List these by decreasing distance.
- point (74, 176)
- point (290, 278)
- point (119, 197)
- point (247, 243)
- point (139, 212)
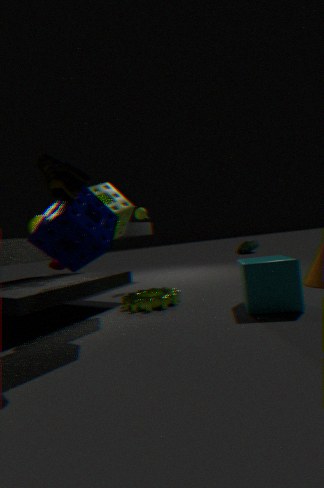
point (247, 243) → point (139, 212) → point (119, 197) → point (290, 278) → point (74, 176)
